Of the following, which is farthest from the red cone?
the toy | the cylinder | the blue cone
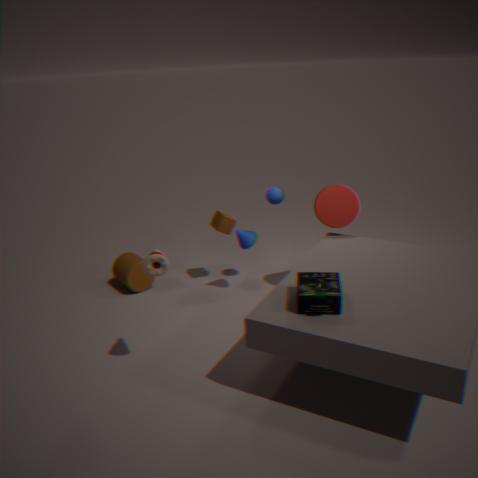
the cylinder
